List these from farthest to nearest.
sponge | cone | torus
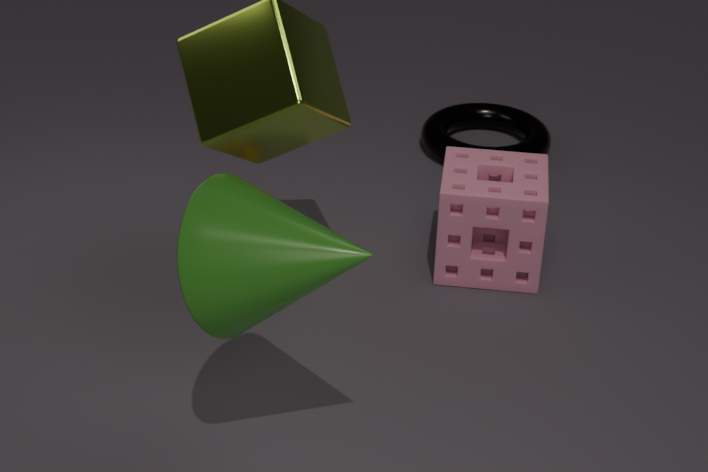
torus < sponge < cone
